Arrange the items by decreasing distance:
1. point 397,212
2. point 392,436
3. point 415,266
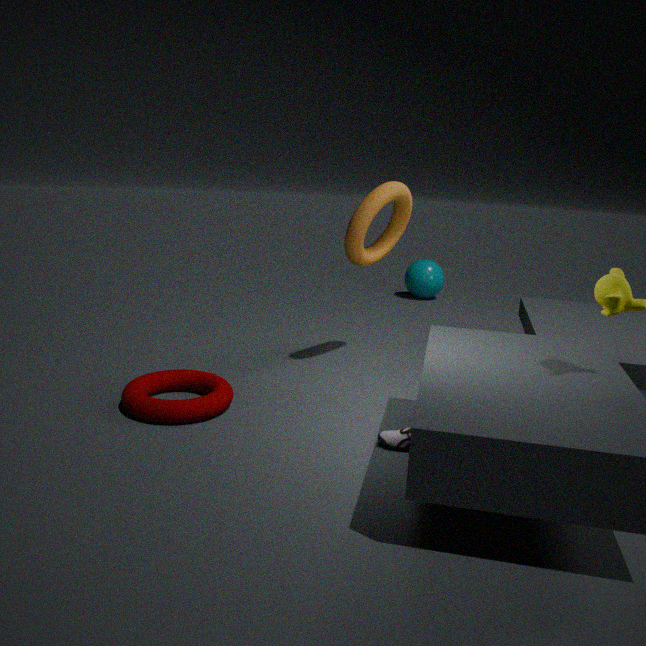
point 415,266 → point 397,212 → point 392,436
